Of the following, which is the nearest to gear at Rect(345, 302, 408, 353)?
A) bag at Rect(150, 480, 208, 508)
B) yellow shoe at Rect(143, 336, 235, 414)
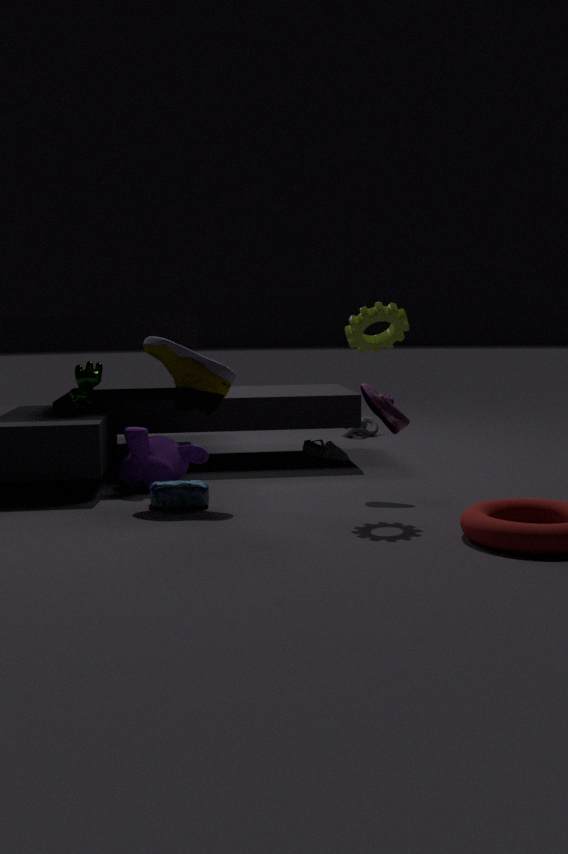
yellow shoe at Rect(143, 336, 235, 414)
